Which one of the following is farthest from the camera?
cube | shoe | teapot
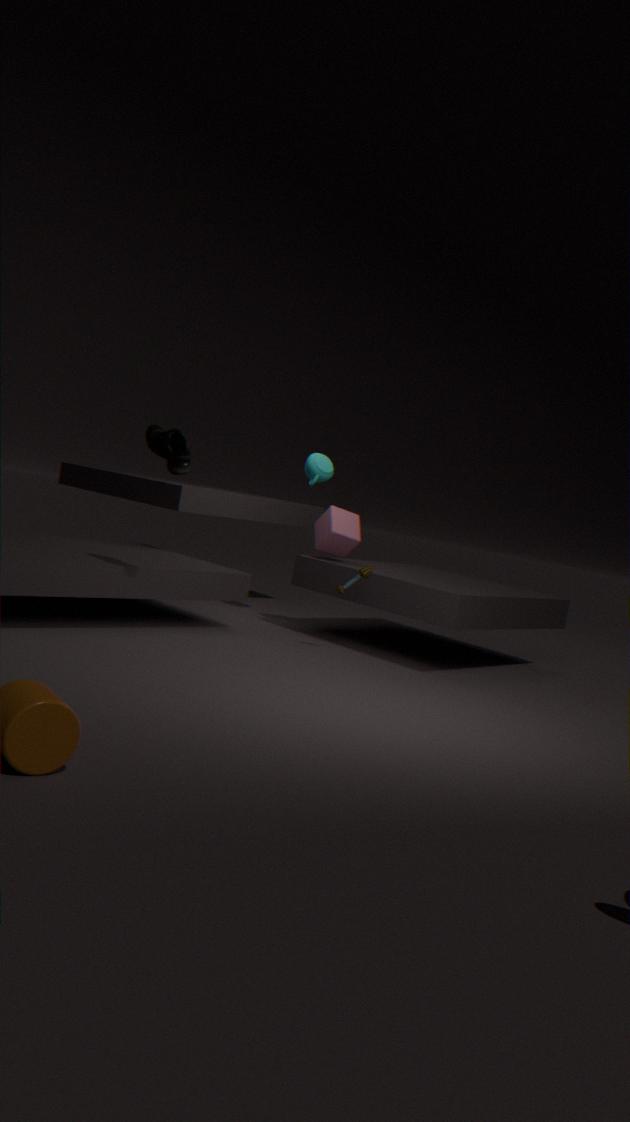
teapot
